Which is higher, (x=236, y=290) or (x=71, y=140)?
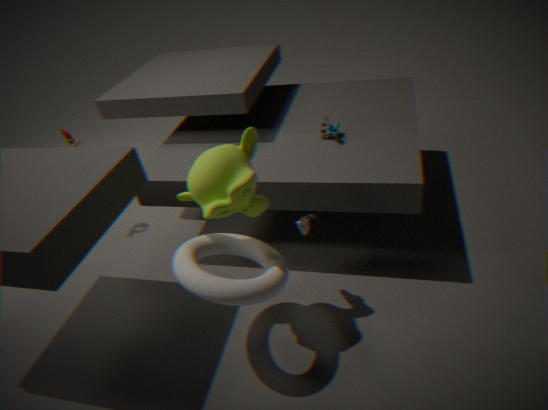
(x=71, y=140)
